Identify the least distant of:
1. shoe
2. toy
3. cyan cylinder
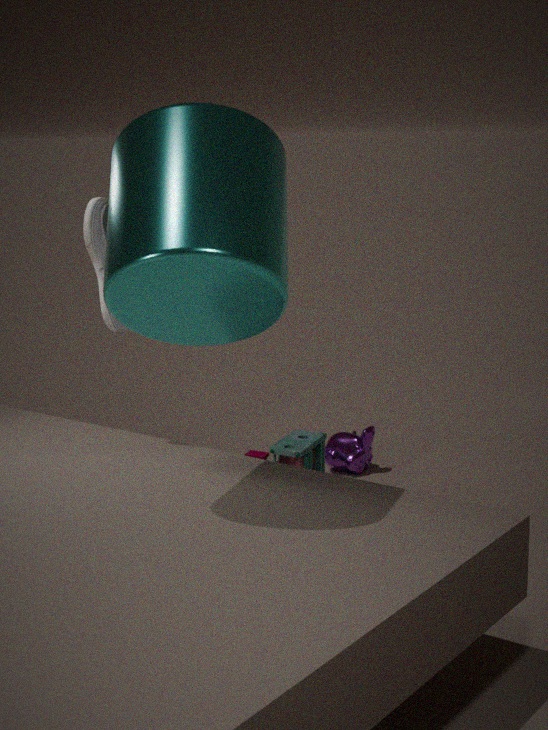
cyan cylinder
